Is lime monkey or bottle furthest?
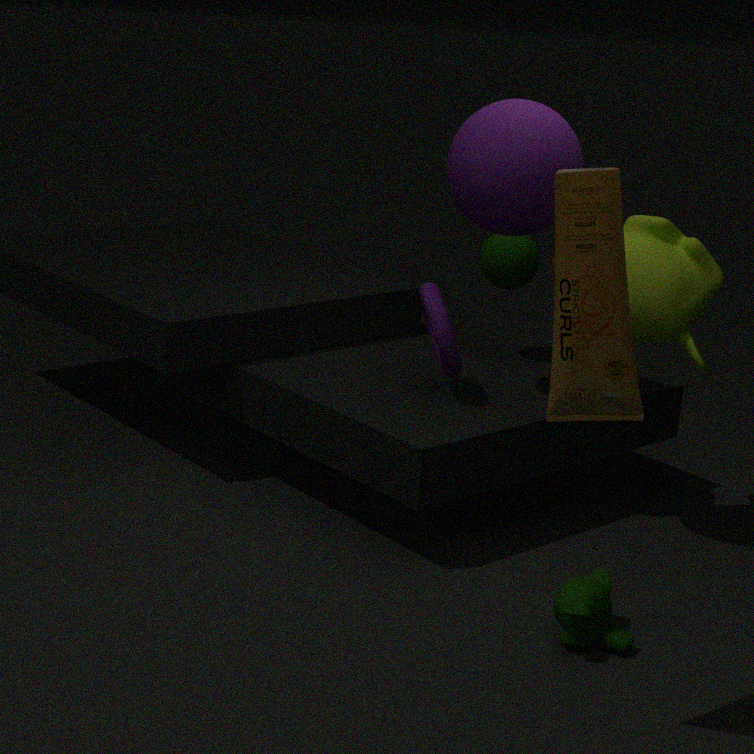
lime monkey
